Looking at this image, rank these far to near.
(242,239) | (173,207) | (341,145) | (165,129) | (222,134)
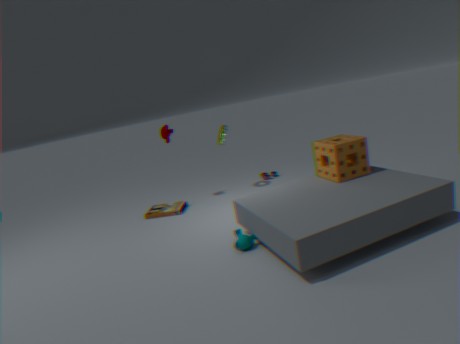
(222,134) → (165,129) → (173,207) → (341,145) → (242,239)
